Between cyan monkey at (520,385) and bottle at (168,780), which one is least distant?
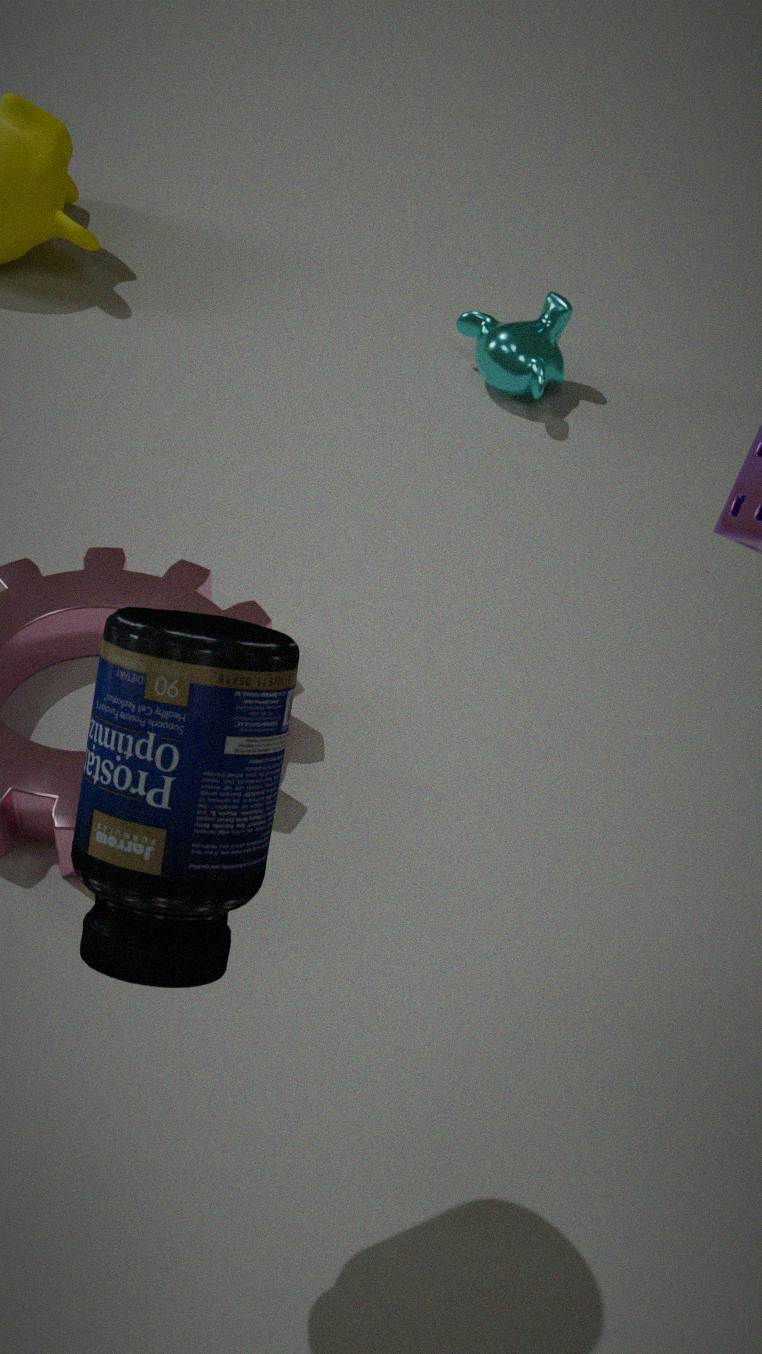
bottle at (168,780)
